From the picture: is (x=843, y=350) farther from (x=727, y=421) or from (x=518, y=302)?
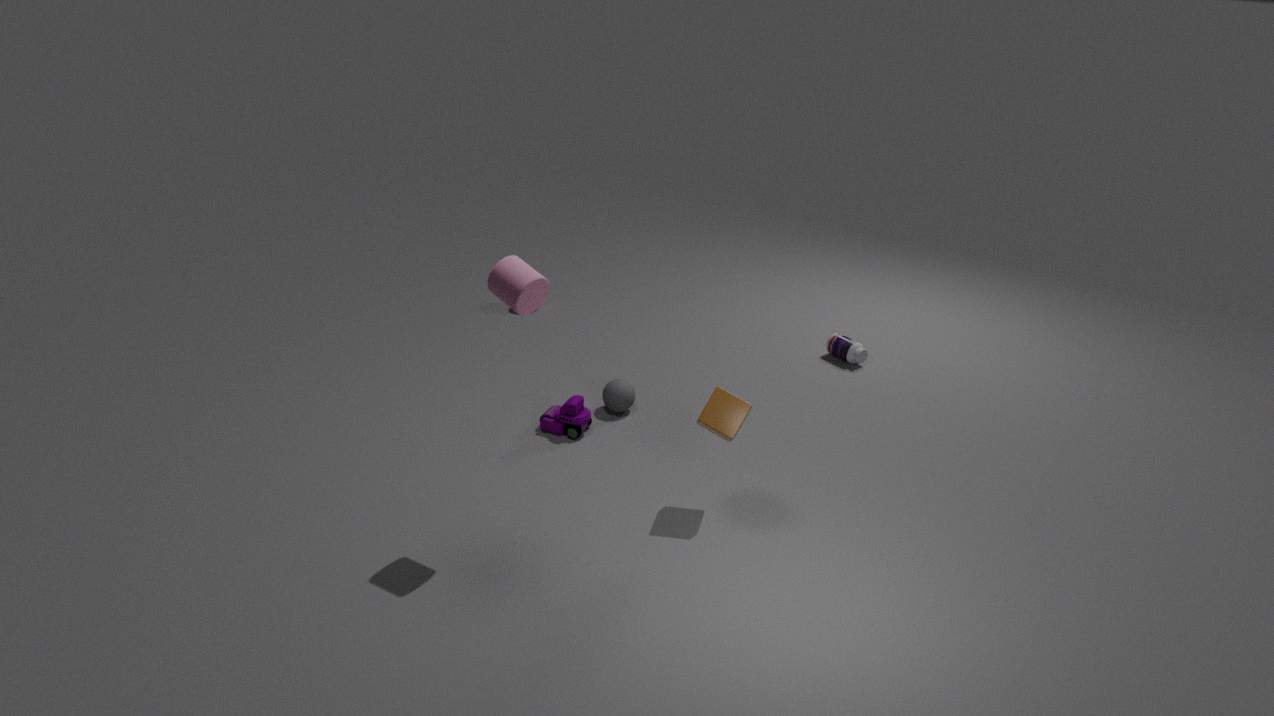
(x=518, y=302)
